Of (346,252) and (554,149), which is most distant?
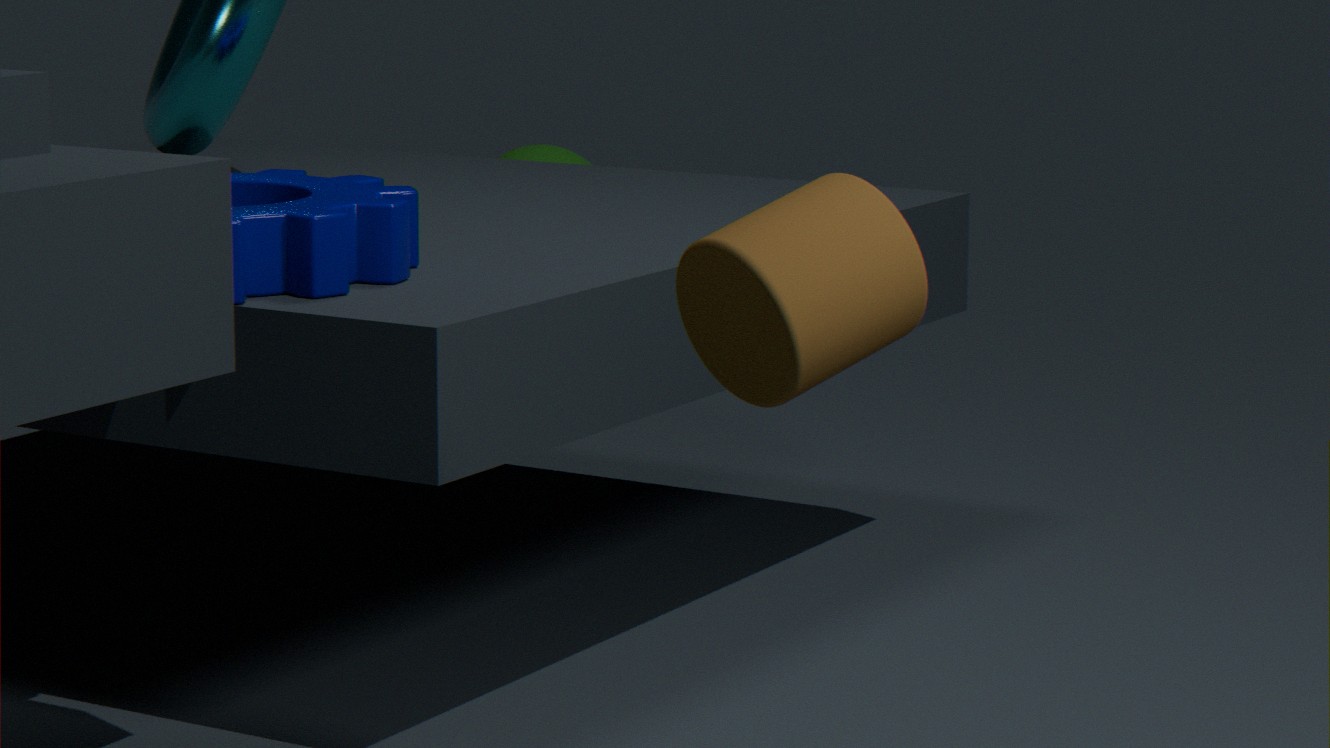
(554,149)
